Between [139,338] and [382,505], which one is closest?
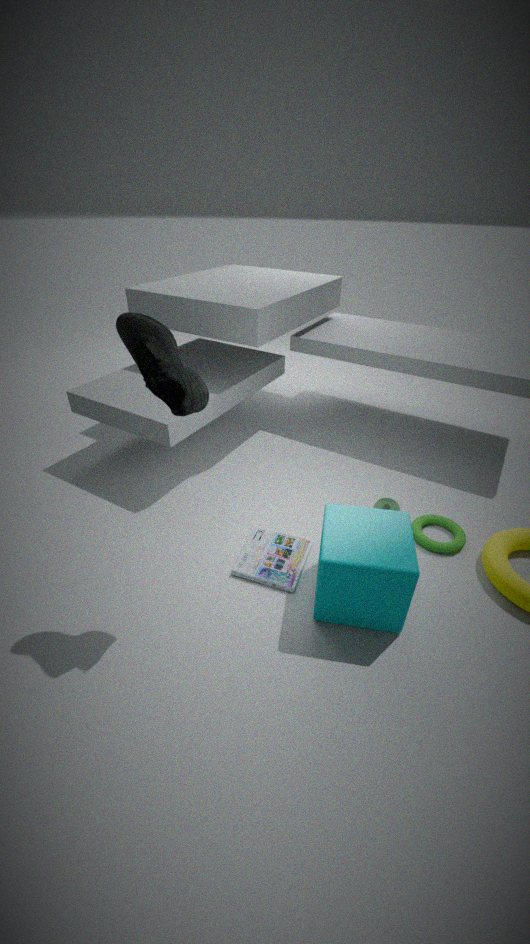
[139,338]
